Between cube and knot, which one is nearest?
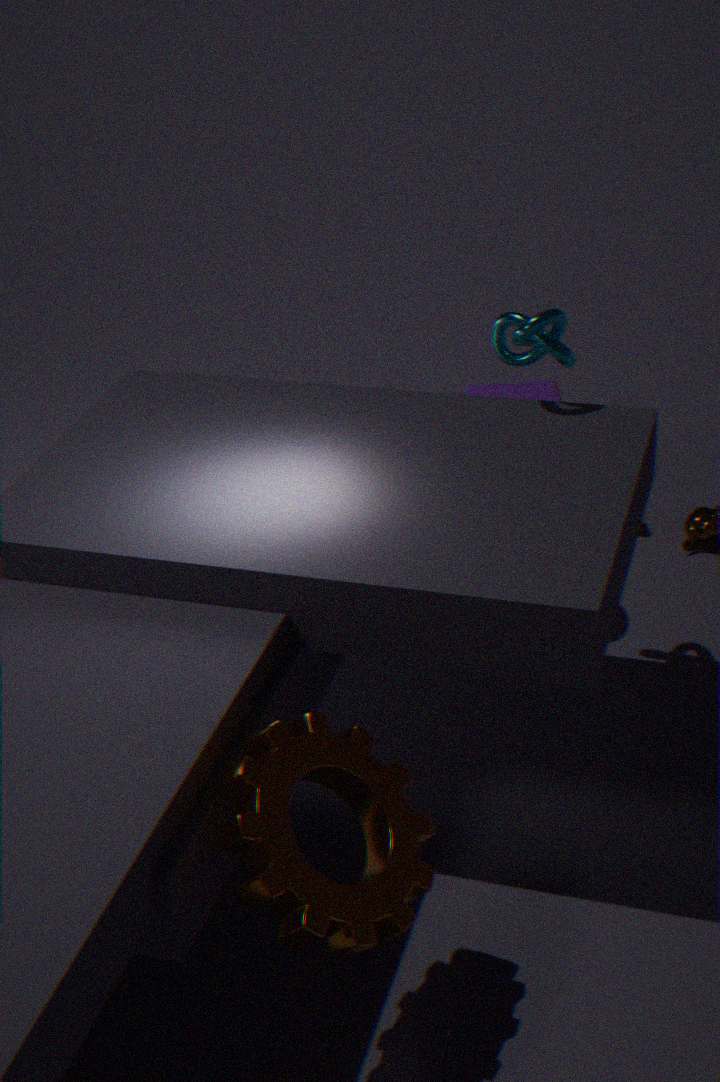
knot
